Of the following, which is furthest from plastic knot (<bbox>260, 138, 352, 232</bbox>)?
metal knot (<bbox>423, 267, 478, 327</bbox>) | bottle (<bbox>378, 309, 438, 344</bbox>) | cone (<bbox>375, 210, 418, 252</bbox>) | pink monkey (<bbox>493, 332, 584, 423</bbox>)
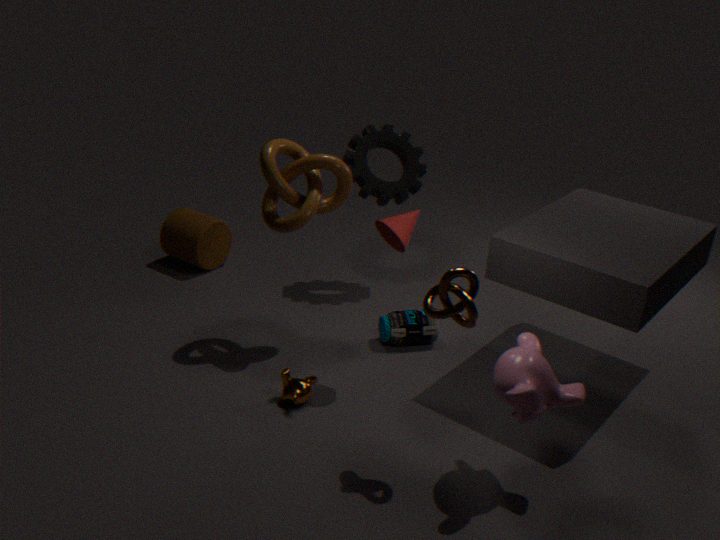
pink monkey (<bbox>493, 332, 584, 423</bbox>)
